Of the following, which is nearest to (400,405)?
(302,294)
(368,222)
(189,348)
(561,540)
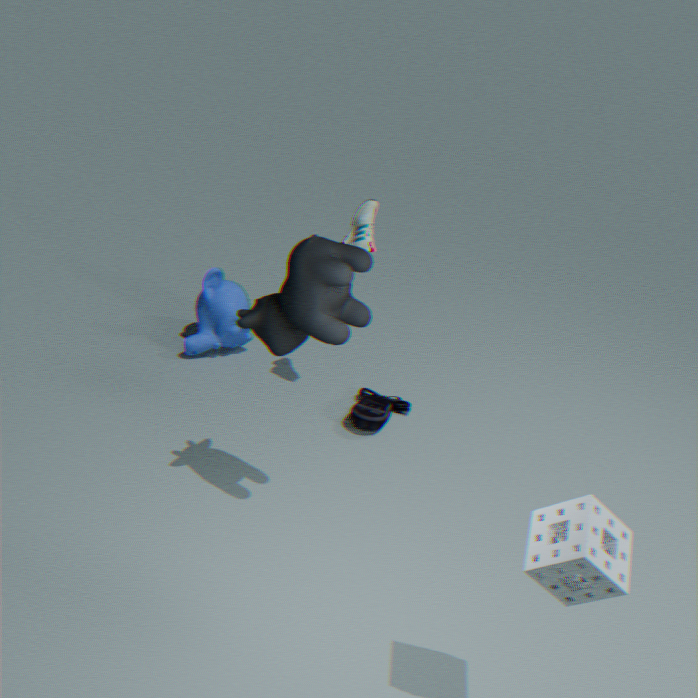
(368,222)
